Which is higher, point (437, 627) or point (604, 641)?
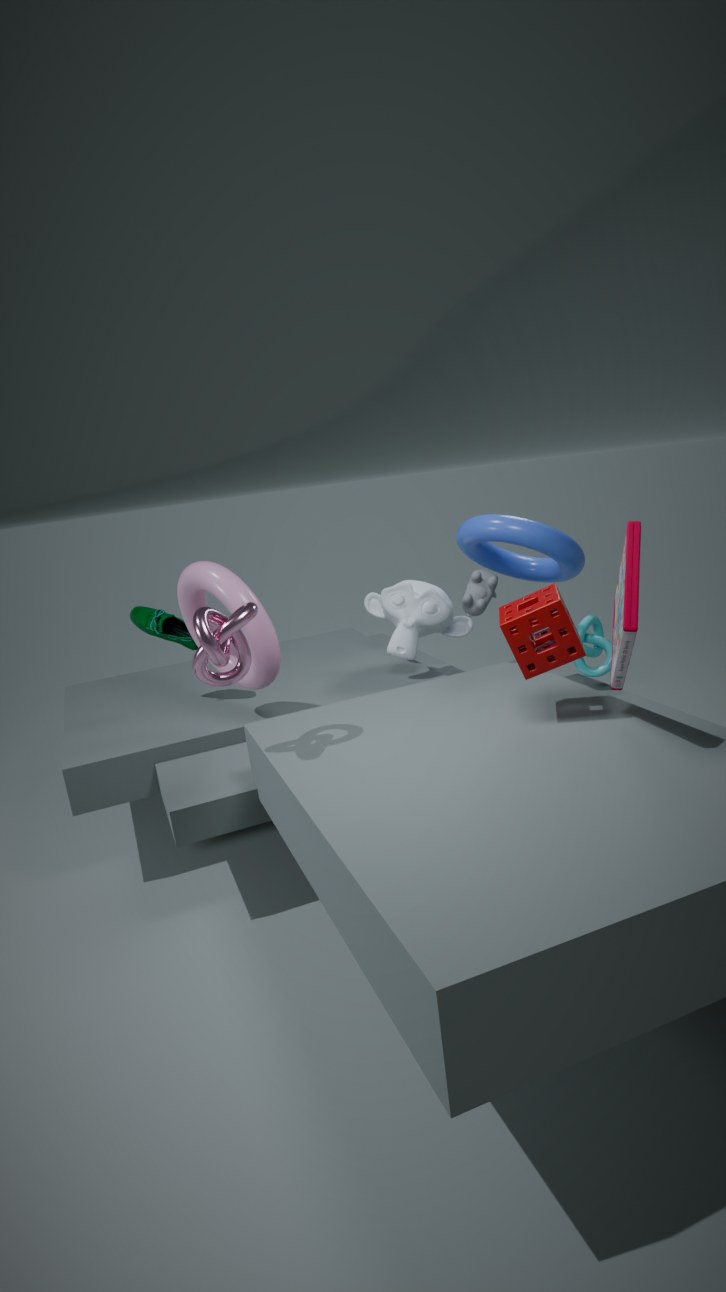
point (437, 627)
